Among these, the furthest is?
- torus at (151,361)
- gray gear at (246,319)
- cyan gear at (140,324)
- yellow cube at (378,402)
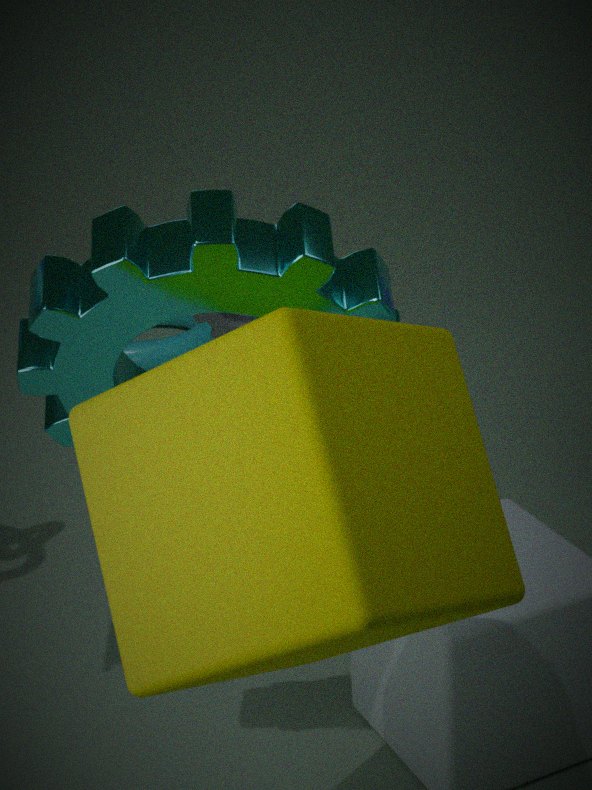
torus at (151,361)
